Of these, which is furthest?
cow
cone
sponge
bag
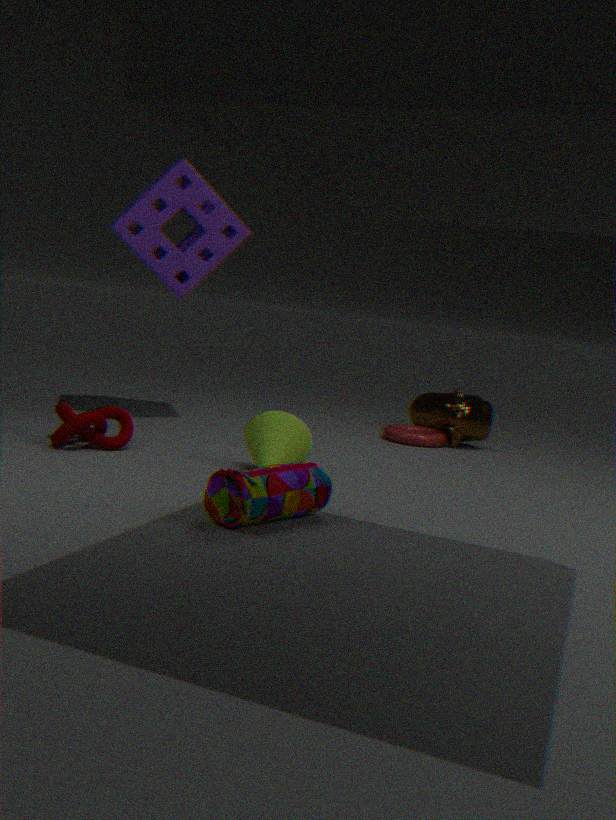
cow
